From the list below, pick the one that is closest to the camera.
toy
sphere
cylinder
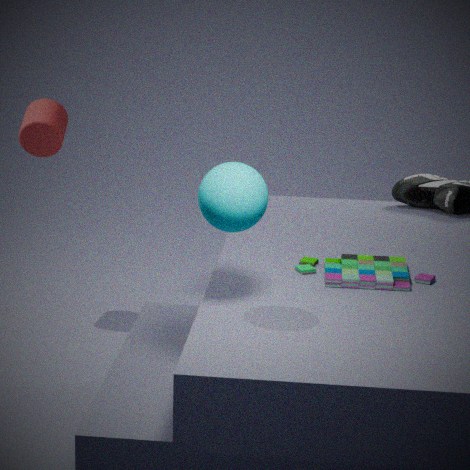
sphere
